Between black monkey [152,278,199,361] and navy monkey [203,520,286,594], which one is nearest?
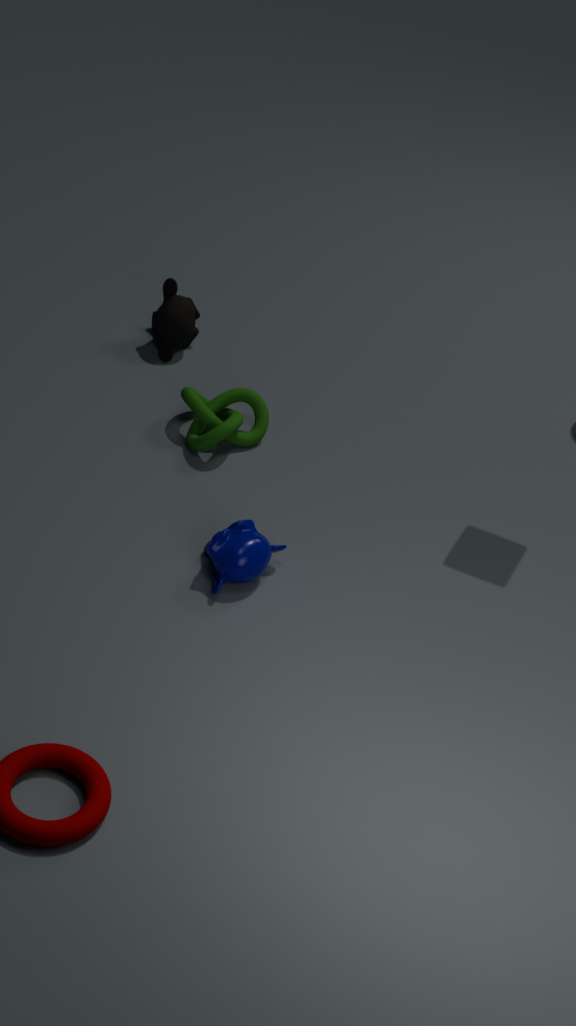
navy monkey [203,520,286,594]
